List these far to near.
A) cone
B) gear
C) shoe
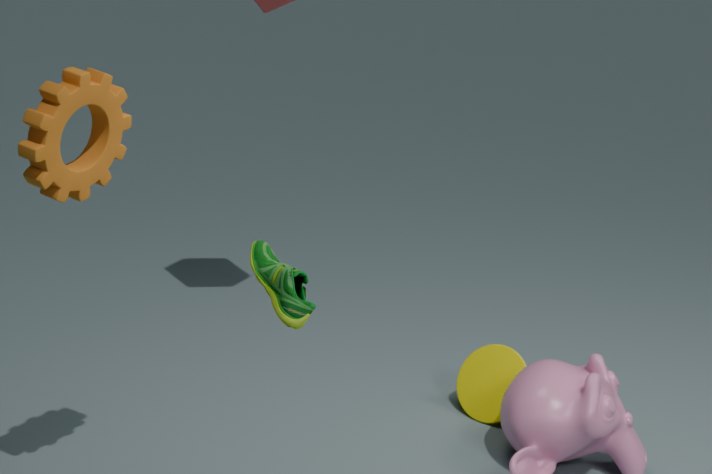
1. cone
2. gear
3. shoe
